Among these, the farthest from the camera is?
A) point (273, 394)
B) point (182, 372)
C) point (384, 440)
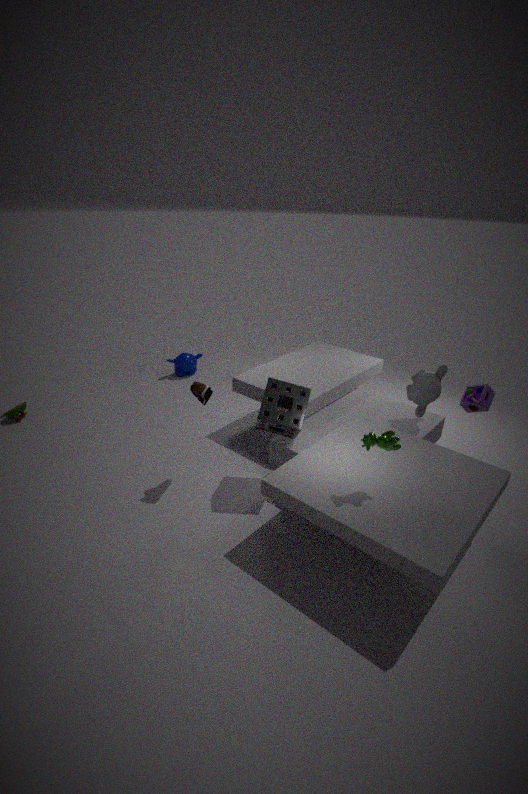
point (182, 372)
